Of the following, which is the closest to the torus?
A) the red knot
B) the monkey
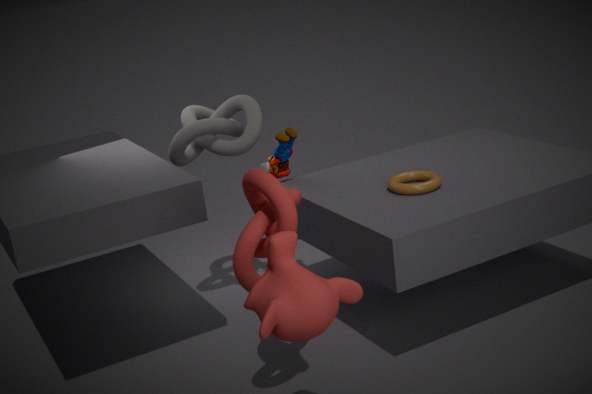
the red knot
